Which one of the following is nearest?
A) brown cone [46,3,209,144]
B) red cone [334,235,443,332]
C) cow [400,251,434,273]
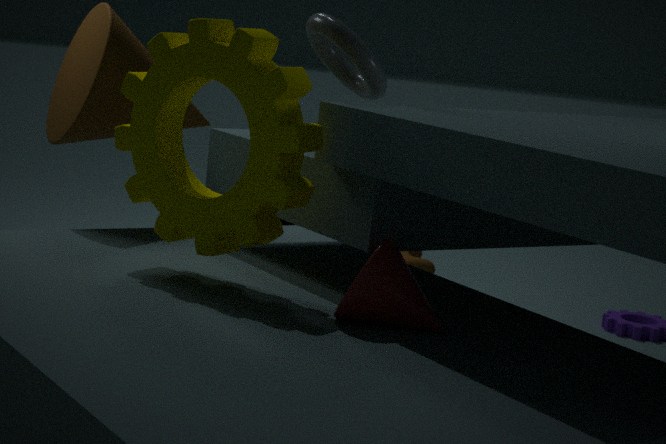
red cone [334,235,443,332]
